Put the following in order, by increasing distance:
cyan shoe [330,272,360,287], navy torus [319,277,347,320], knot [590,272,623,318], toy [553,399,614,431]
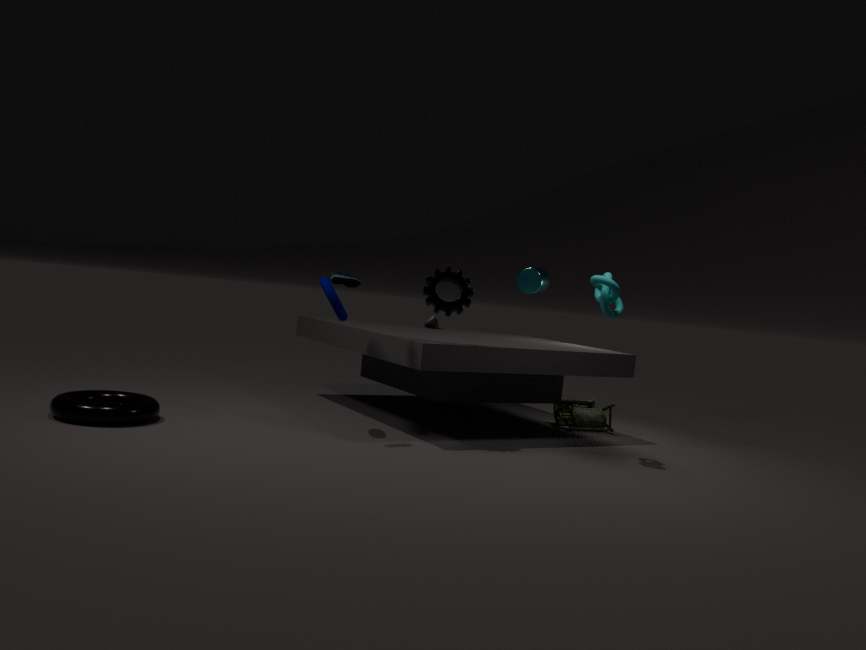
cyan shoe [330,272,360,287], knot [590,272,623,318], navy torus [319,277,347,320], toy [553,399,614,431]
